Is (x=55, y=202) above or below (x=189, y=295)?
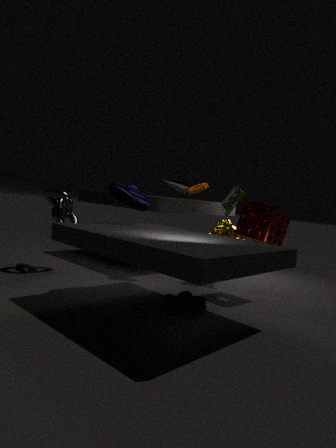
above
